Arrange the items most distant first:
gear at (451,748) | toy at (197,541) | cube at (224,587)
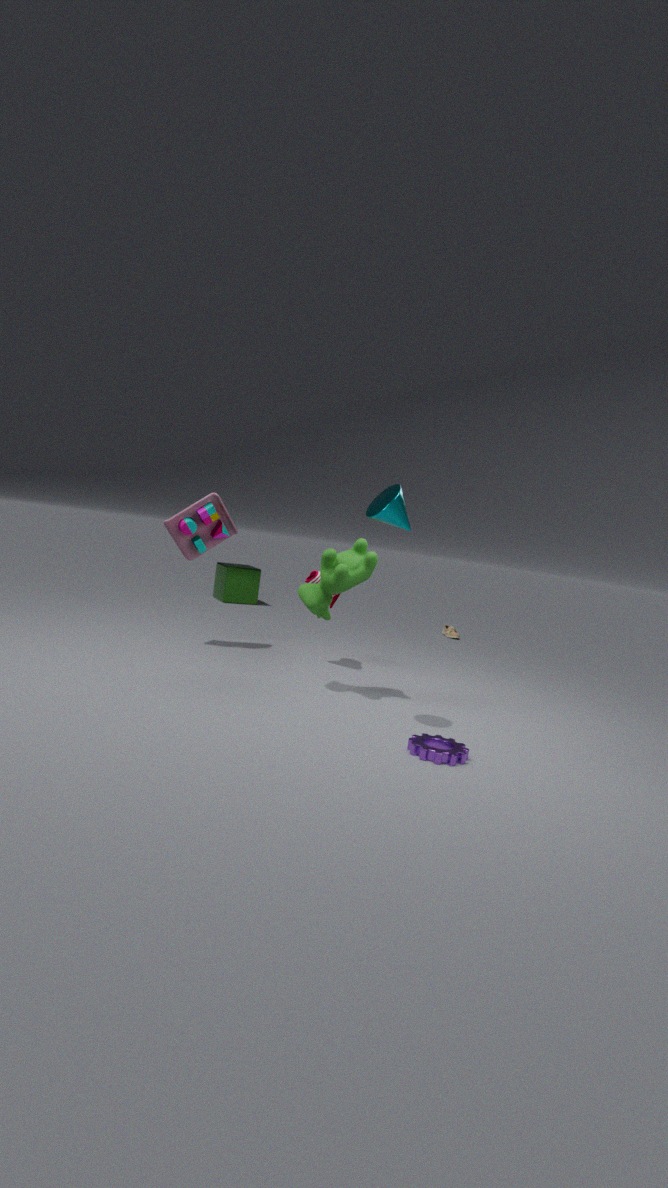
cube at (224,587) → toy at (197,541) → gear at (451,748)
